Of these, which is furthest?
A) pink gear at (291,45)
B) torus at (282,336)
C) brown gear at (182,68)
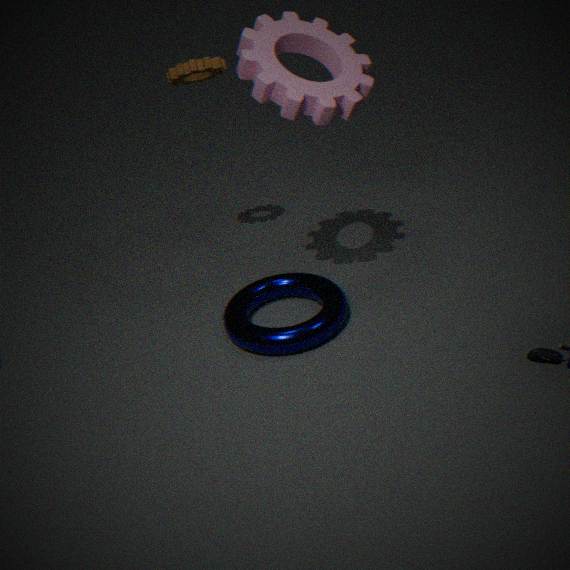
brown gear at (182,68)
